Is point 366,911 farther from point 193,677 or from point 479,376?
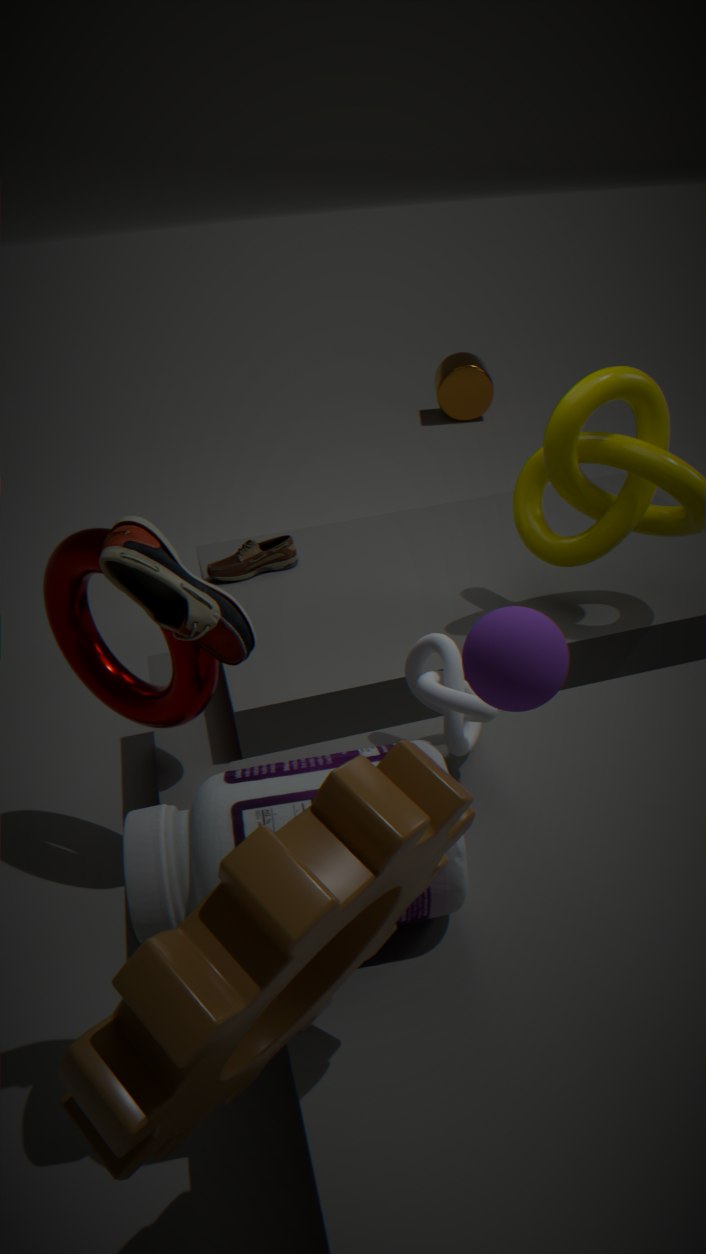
point 479,376
